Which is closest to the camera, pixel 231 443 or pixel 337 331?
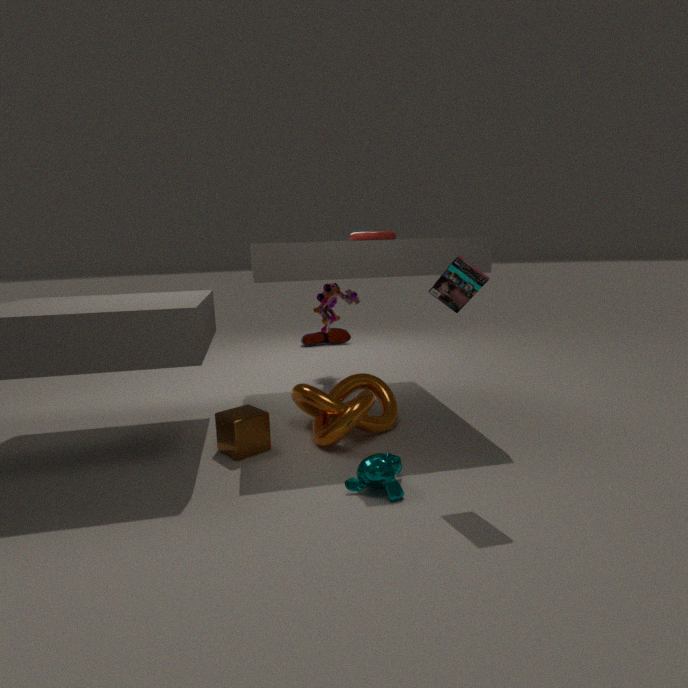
pixel 231 443
